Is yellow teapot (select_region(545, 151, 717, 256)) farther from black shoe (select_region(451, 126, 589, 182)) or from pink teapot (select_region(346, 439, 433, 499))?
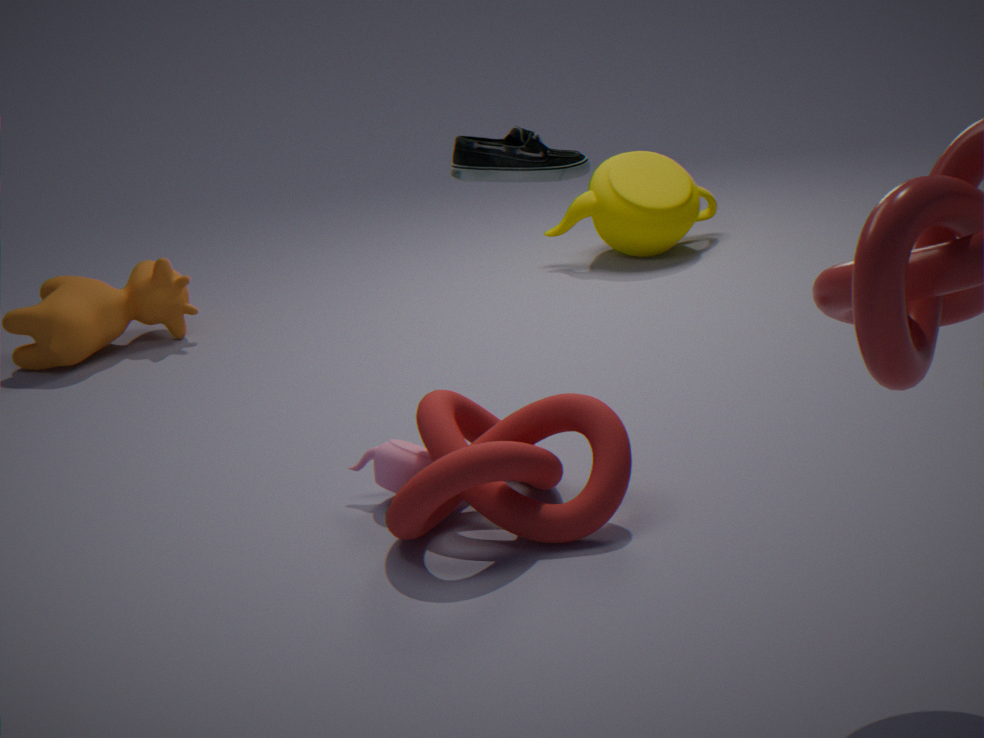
black shoe (select_region(451, 126, 589, 182))
